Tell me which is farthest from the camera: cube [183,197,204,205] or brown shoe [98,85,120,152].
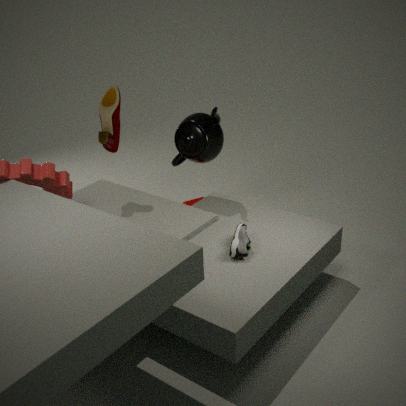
cube [183,197,204,205]
